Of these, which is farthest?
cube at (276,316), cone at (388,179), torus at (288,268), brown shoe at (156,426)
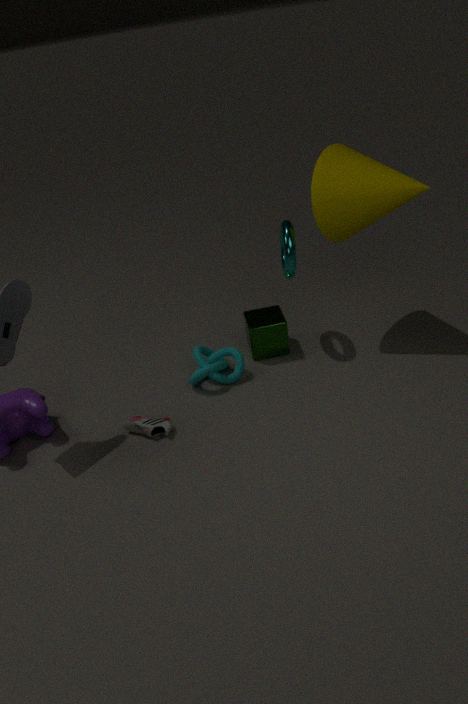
cube at (276,316)
